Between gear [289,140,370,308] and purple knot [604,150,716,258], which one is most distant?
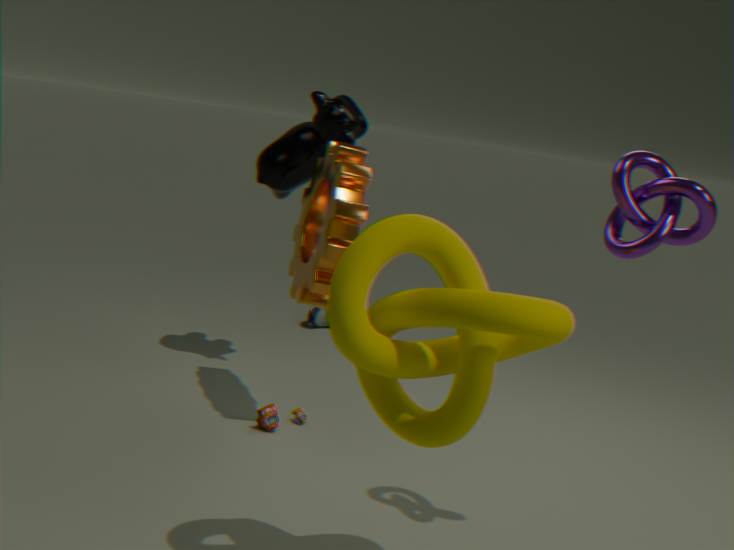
gear [289,140,370,308]
